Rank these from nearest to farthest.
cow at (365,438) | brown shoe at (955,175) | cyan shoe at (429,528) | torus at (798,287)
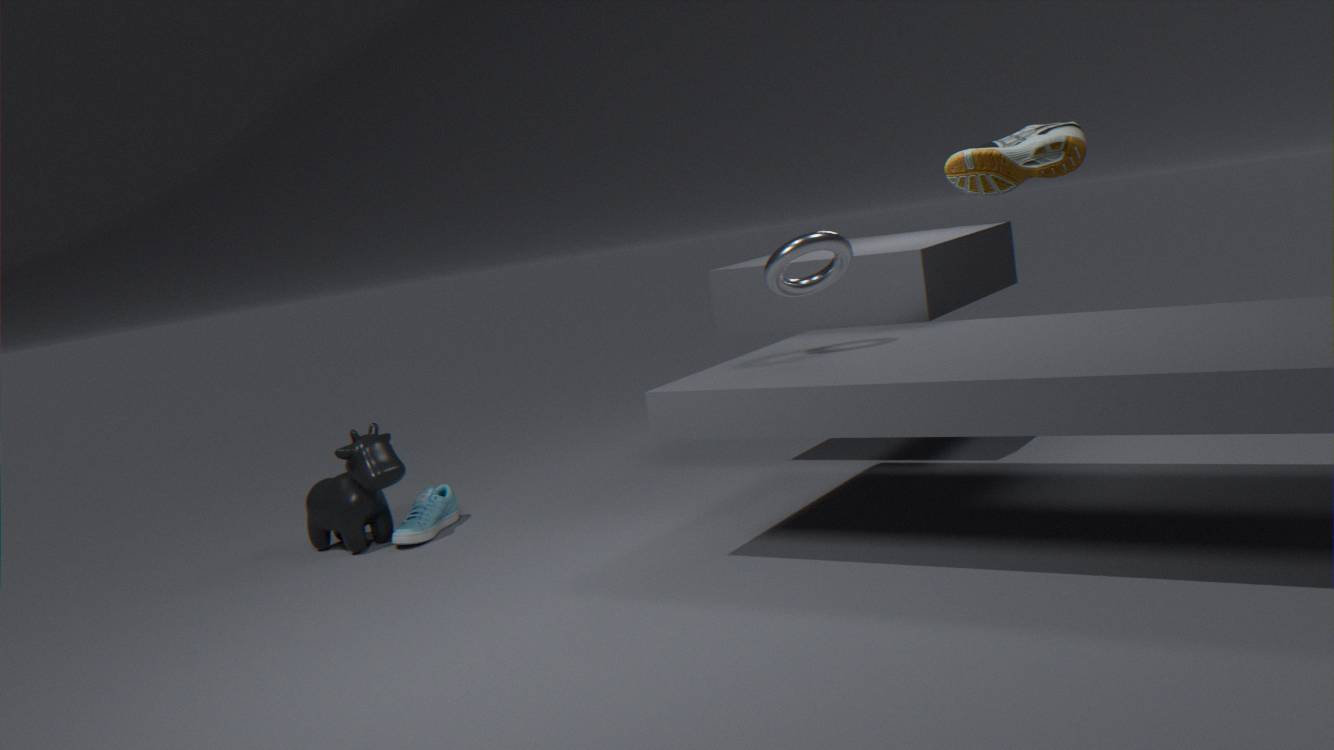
torus at (798,287), cow at (365,438), cyan shoe at (429,528), brown shoe at (955,175)
